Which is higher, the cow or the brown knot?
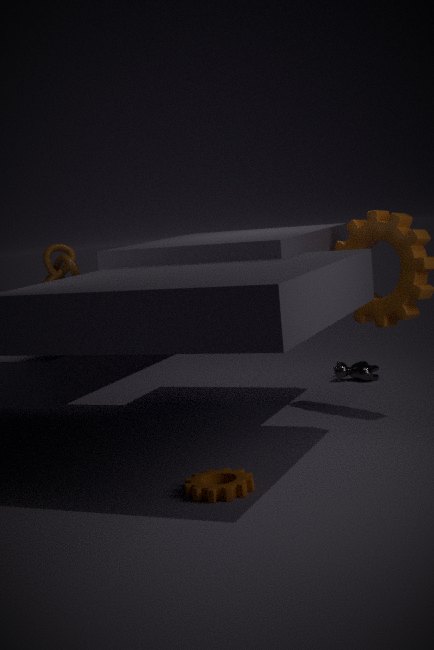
the brown knot
